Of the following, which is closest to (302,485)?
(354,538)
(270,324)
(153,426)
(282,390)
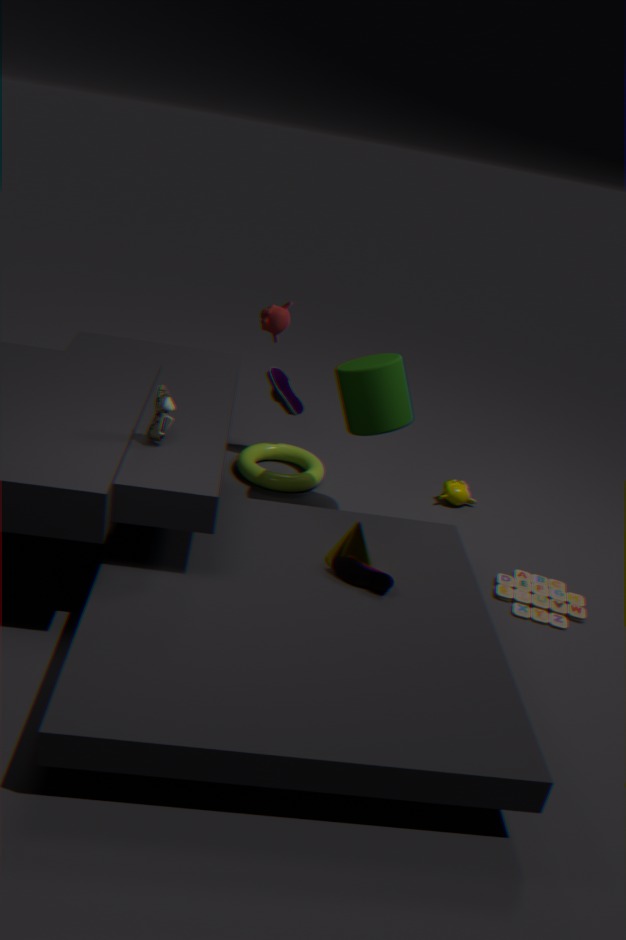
(282,390)
